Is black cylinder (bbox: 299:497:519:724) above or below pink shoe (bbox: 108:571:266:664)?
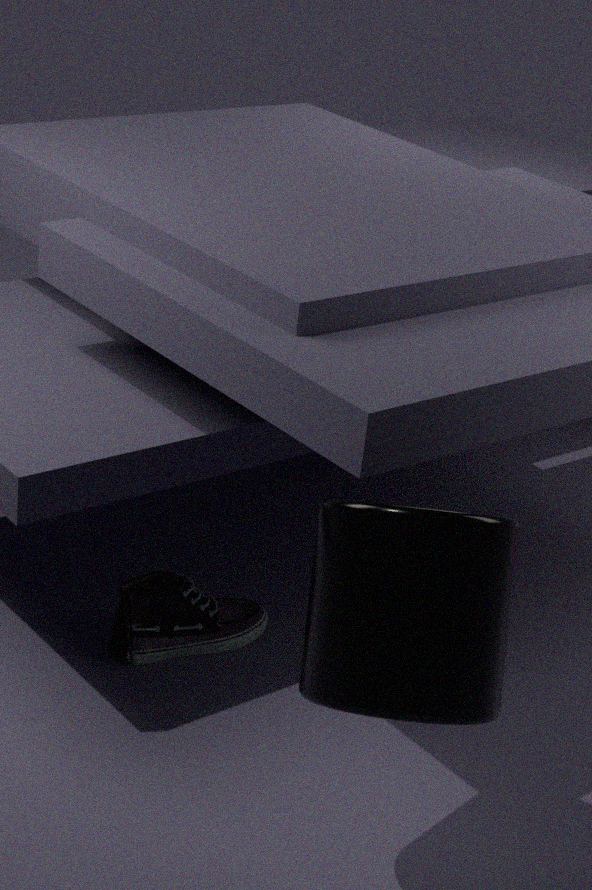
above
